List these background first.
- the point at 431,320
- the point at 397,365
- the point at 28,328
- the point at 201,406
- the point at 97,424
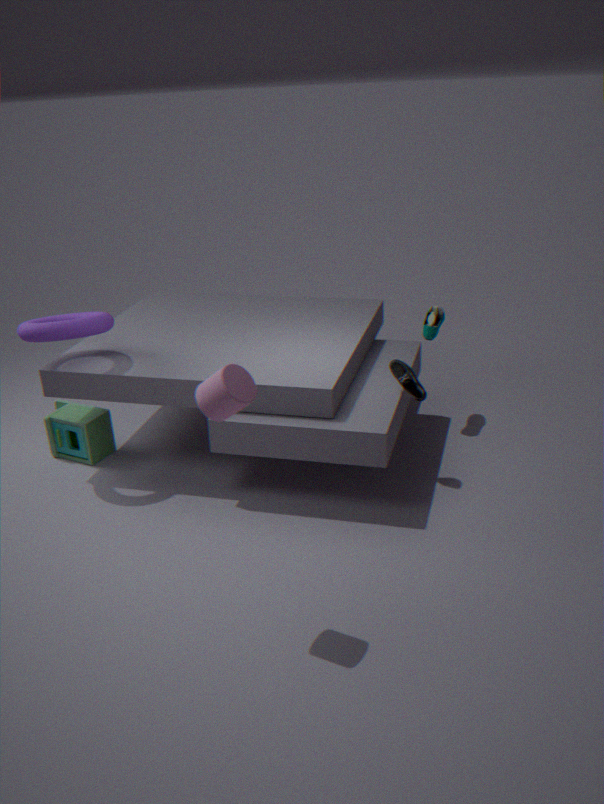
the point at 431,320
the point at 97,424
the point at 397,365
the point at 28,328
the point at 201,406
